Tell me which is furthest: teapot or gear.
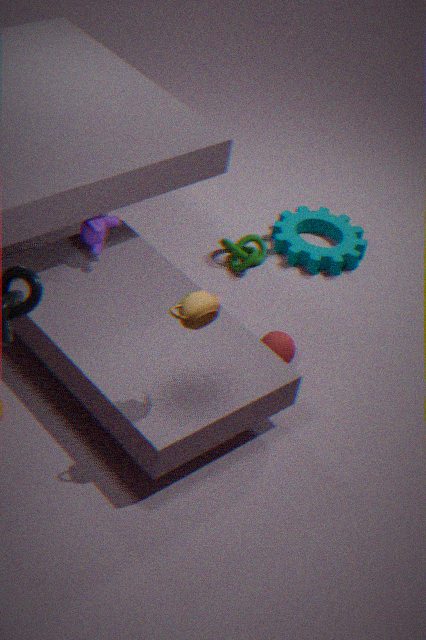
gear
